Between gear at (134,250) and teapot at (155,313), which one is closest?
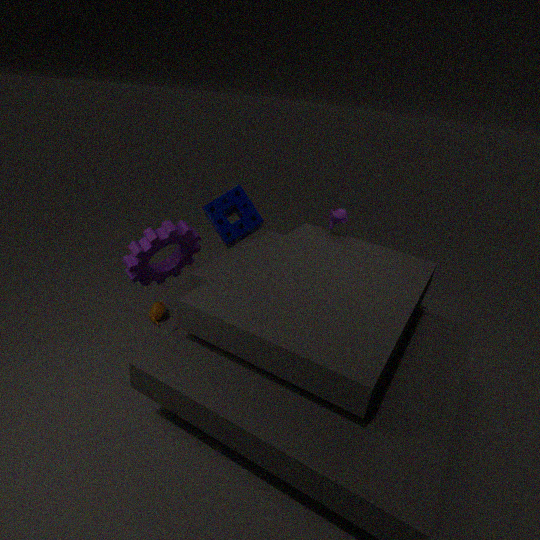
gear at (134,250)
